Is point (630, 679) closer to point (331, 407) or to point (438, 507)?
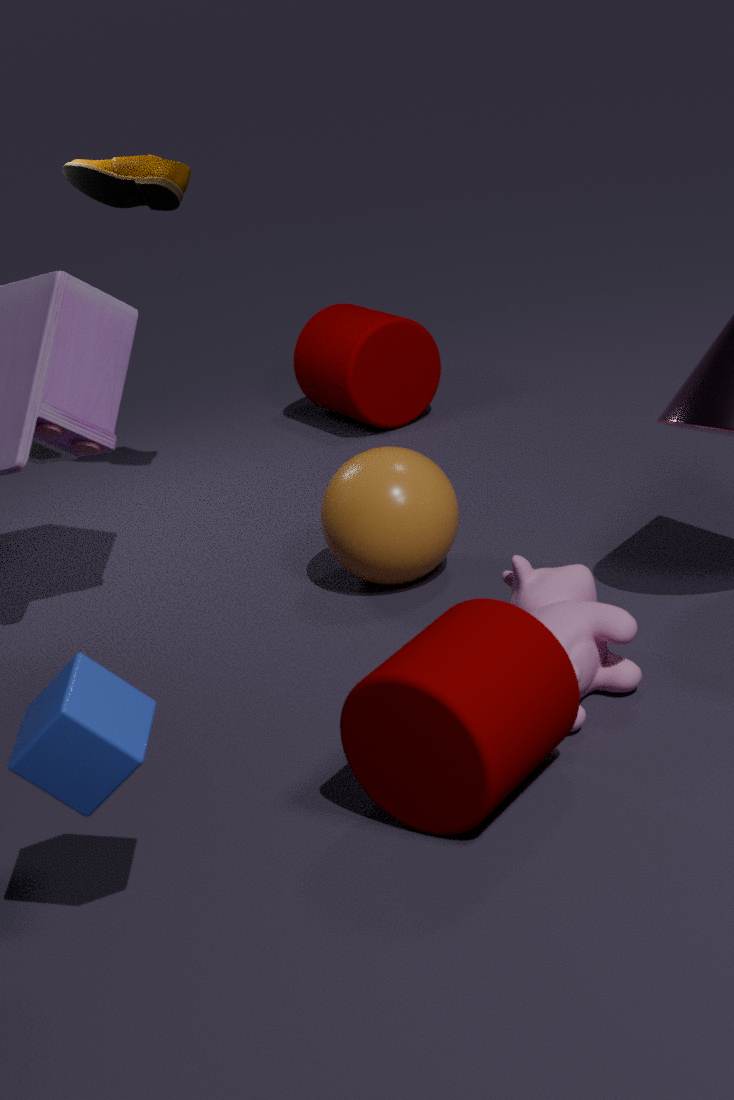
point (438, 507)
